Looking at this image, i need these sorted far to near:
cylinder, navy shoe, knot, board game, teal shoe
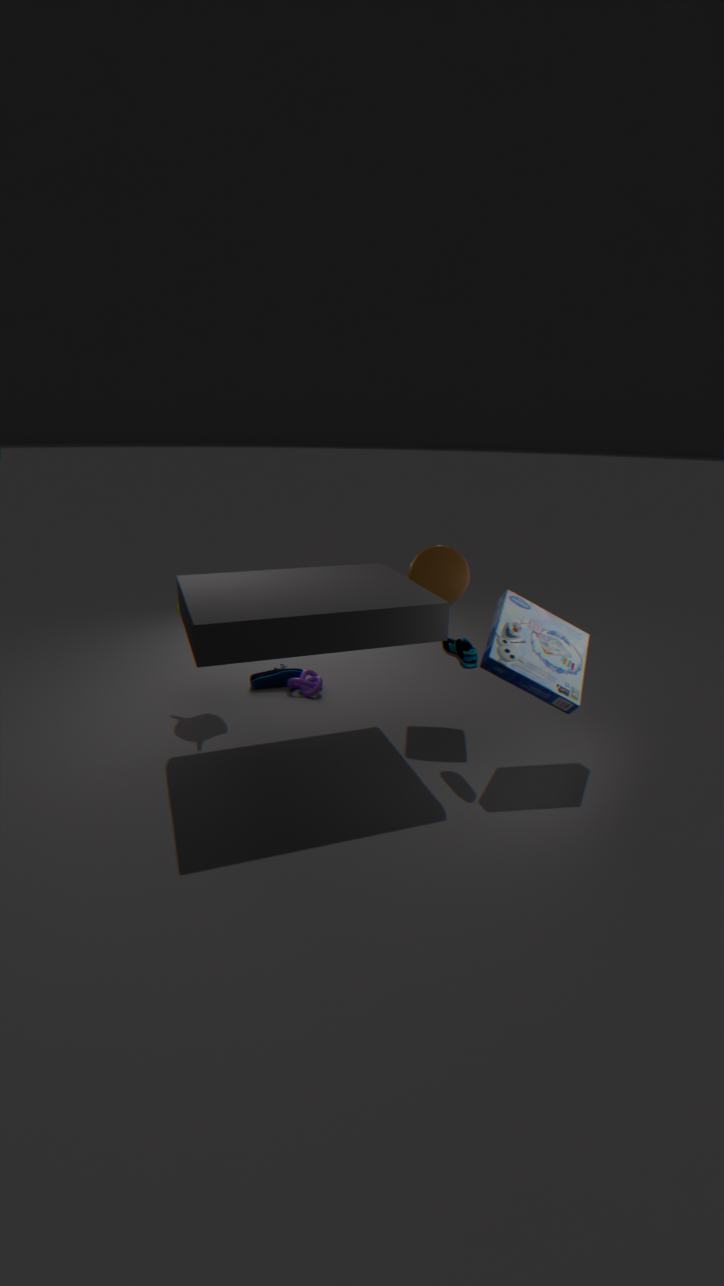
navy shoe < knot < cylinder < teal shoe < board game
